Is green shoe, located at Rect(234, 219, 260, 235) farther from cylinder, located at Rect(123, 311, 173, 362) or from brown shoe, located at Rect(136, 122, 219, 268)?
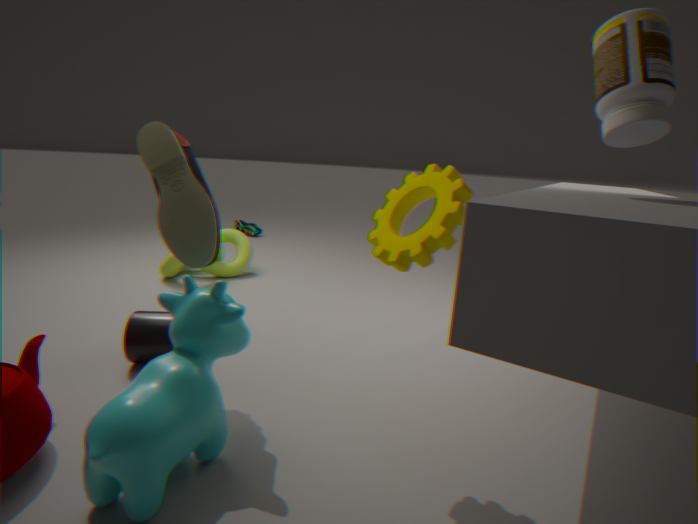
brown shoe, located at Rect(136, 122, 219, 268)
